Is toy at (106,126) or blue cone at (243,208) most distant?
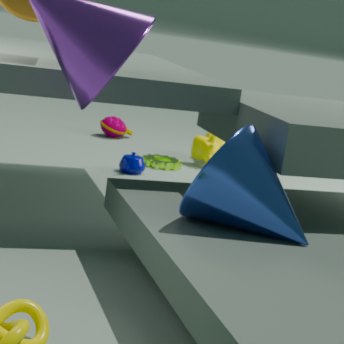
toy at (106,126)
